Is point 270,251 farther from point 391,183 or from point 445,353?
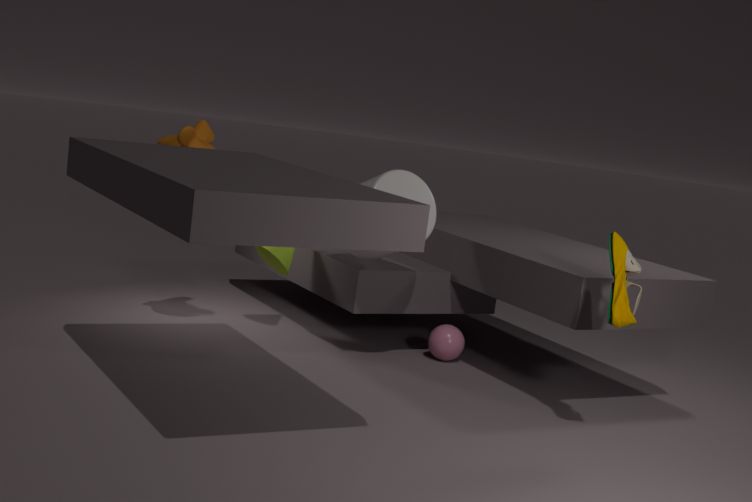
point 445,353
